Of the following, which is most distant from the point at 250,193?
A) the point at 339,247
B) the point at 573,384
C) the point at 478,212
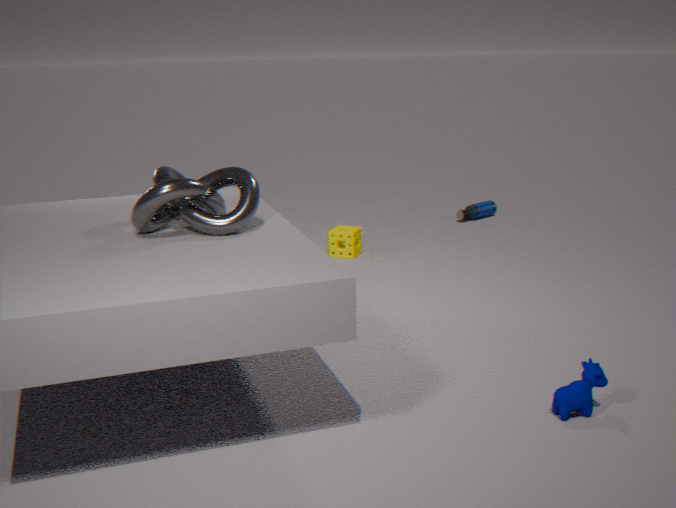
the point at 478,212
